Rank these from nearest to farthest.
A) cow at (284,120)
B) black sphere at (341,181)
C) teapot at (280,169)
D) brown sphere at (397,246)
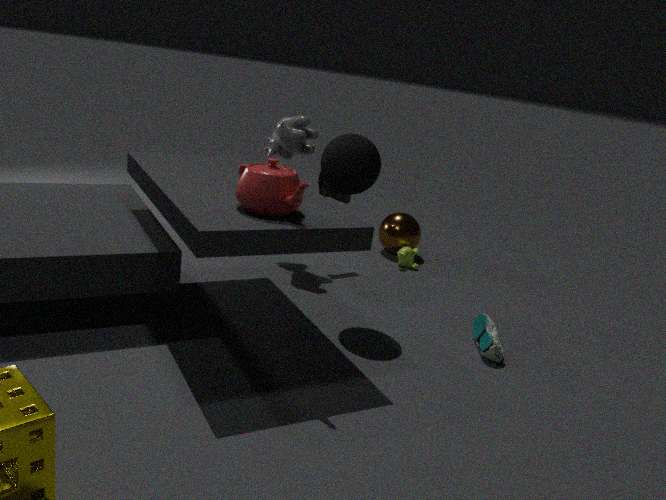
1. teapot at (280,169)
2. black sphere at (341,181)
3. cow at (284,120)
4. brown sphere at (397,246)
